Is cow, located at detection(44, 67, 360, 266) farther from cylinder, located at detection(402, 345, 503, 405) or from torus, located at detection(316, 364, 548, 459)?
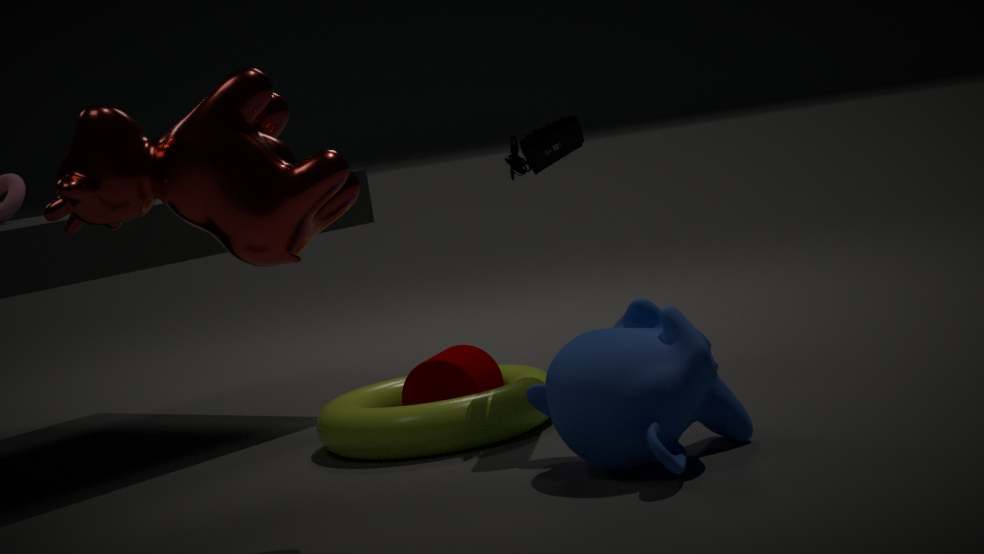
cylinder, located at detection(402, 345, 503, 405)
